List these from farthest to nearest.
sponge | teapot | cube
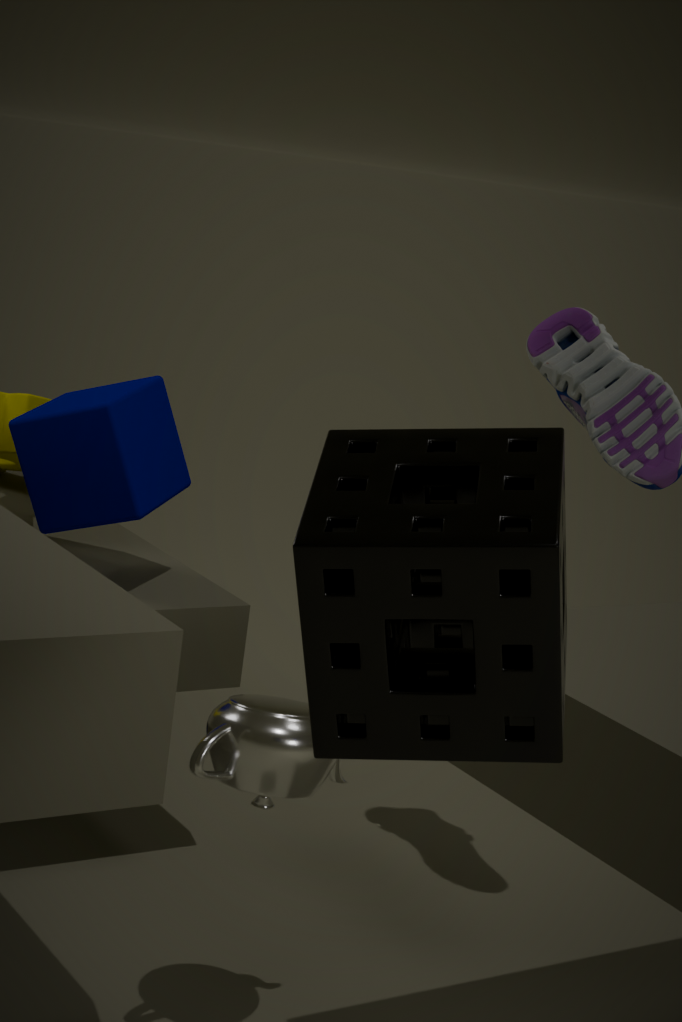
cube
teapot
sponge
